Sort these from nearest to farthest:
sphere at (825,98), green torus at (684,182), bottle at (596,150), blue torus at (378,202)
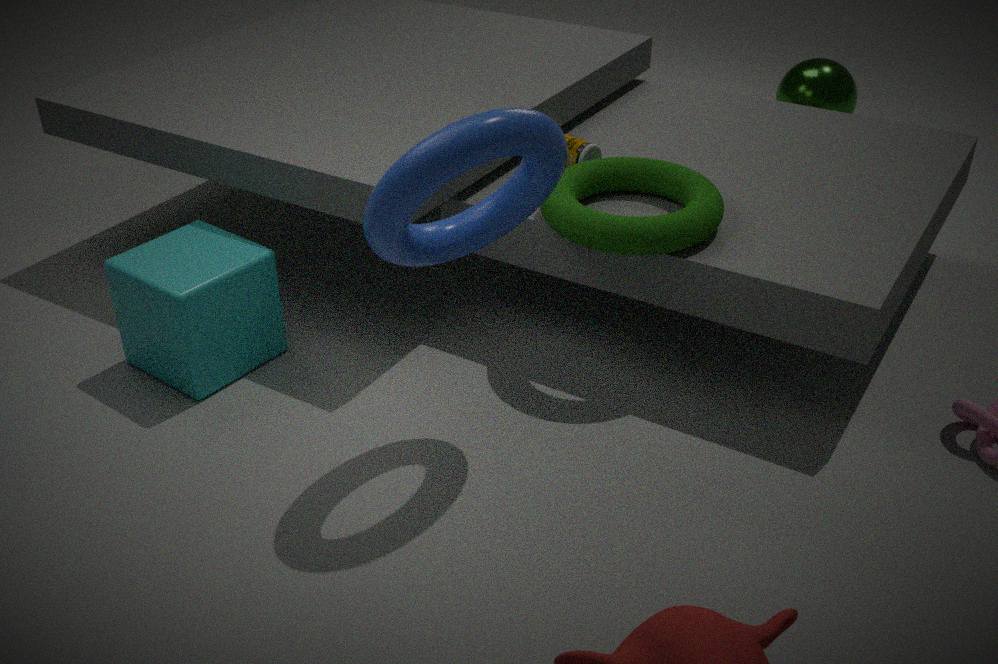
blue torus at (378,202), green torus at (684,182), bottle at (596,150), sphere at (825,98)
